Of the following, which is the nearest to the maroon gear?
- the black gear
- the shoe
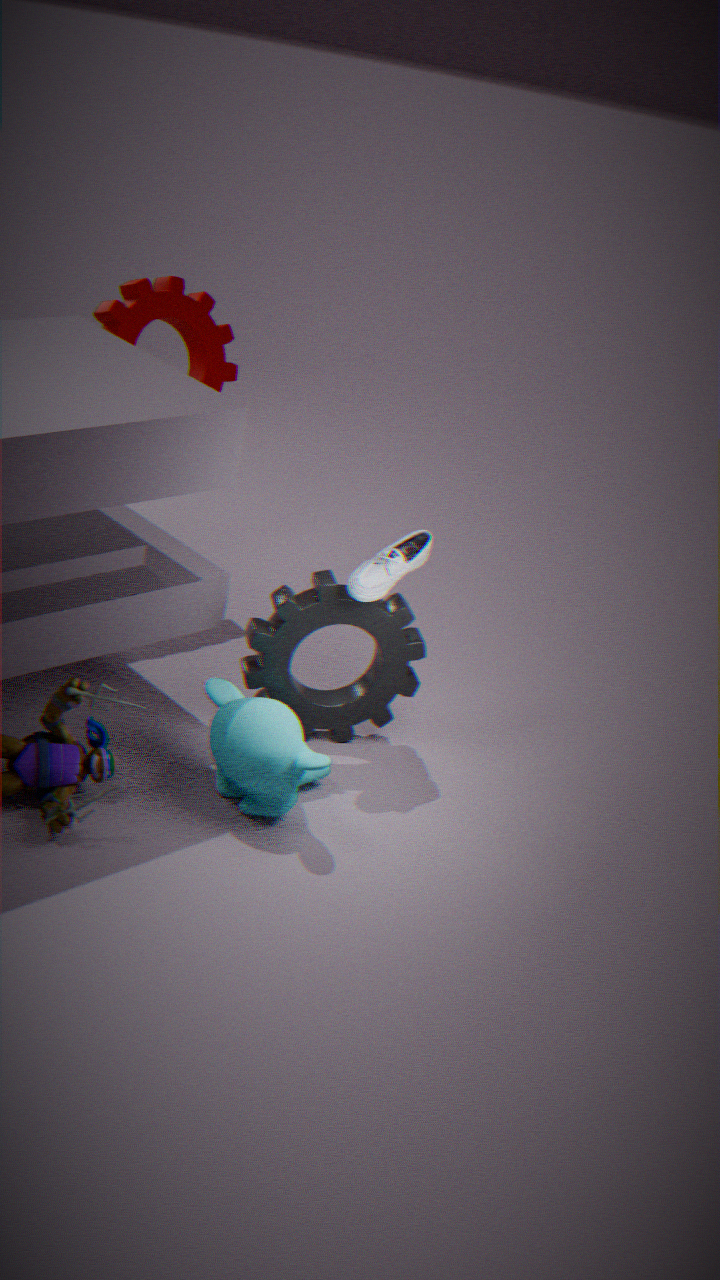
the black gear
